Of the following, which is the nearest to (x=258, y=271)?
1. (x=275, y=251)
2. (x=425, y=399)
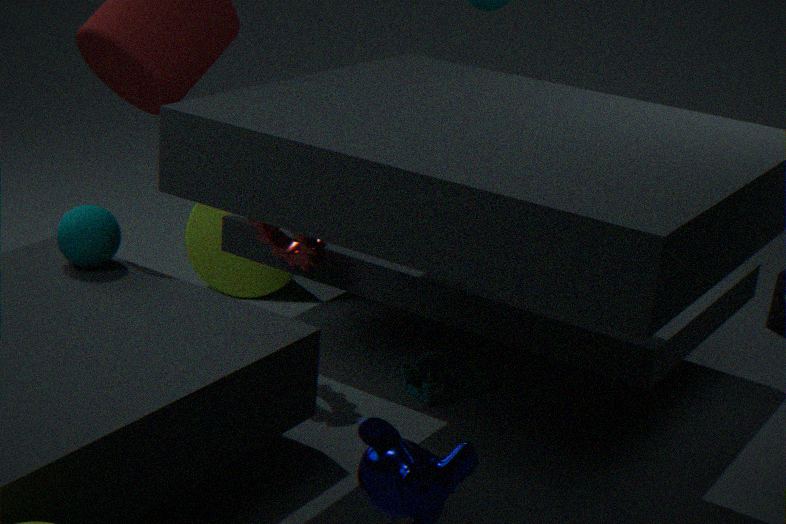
(x=275, y=251)
